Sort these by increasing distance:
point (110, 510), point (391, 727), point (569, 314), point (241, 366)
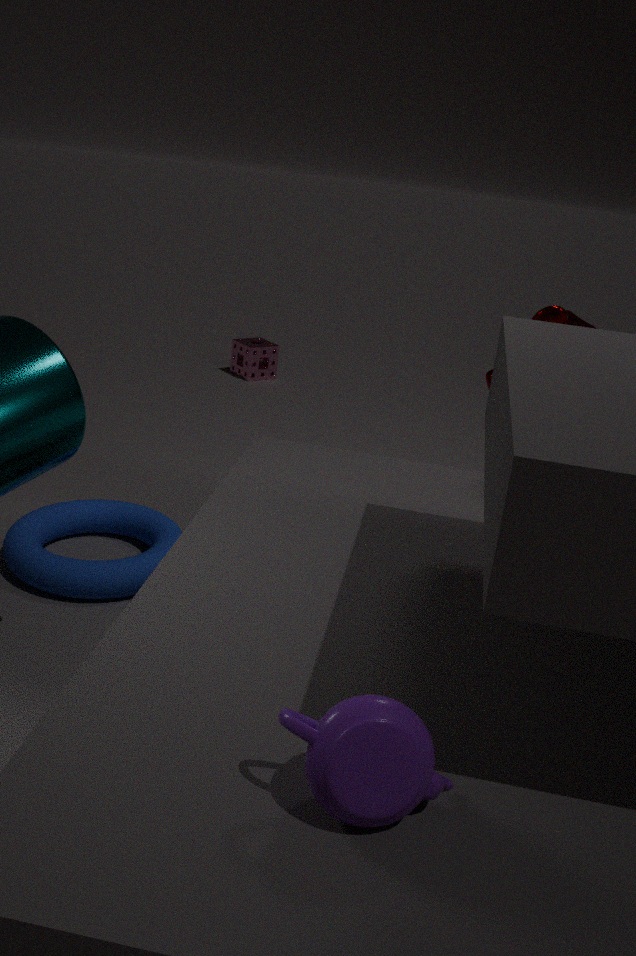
point (391, 727), point (569, 314), point (110, 510), point (241, 366)
